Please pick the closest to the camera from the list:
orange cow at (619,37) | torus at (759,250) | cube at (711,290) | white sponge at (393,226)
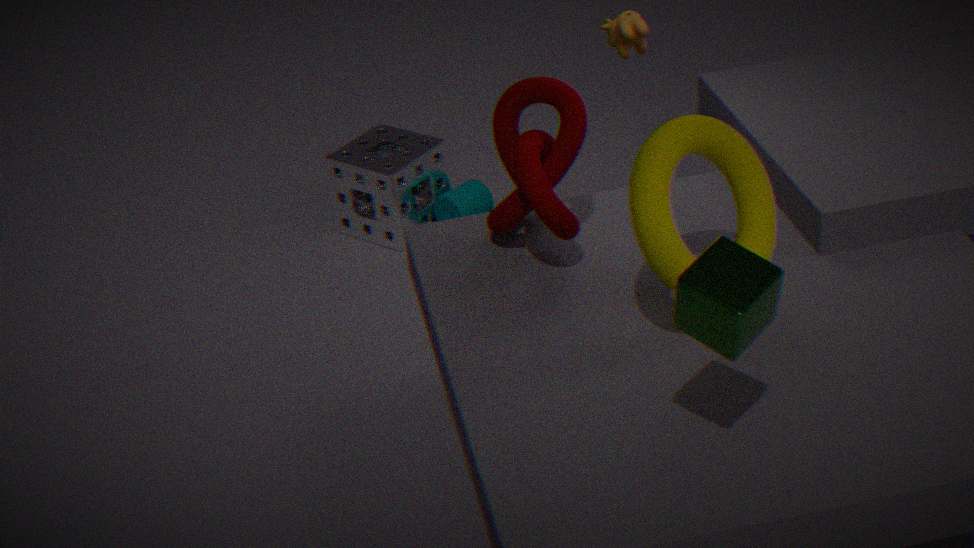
cube at (711,290)
